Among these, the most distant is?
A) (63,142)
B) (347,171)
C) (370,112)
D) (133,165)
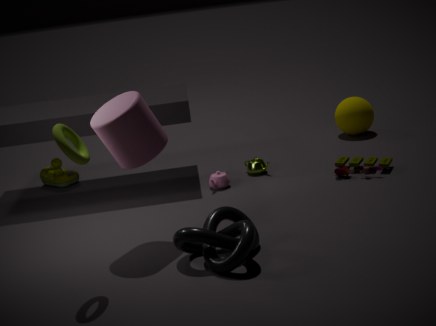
(370,112)
